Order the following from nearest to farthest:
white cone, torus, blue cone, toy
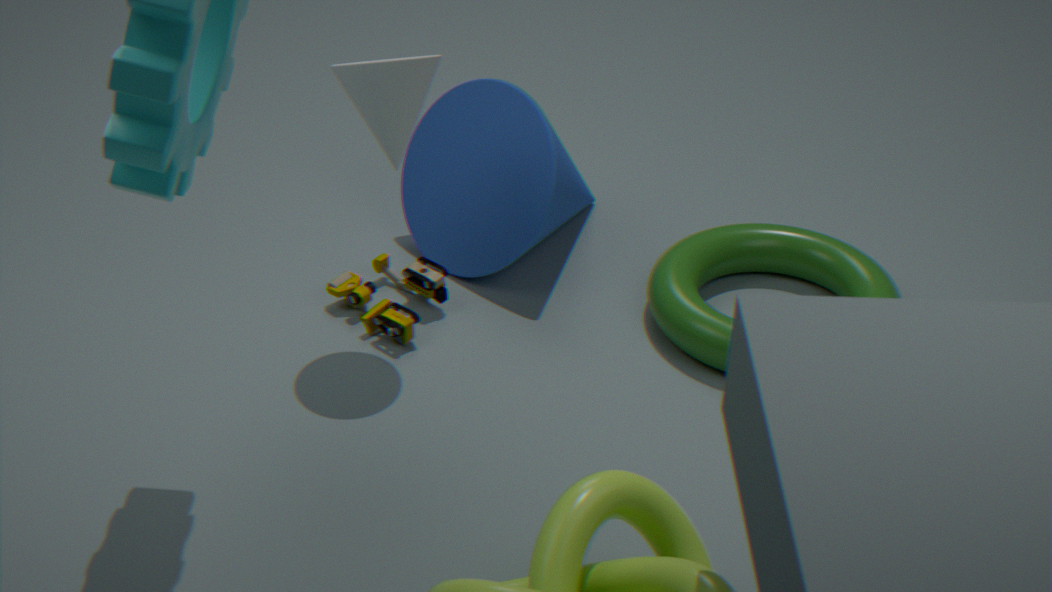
white cone
torus
toy
blue cone
